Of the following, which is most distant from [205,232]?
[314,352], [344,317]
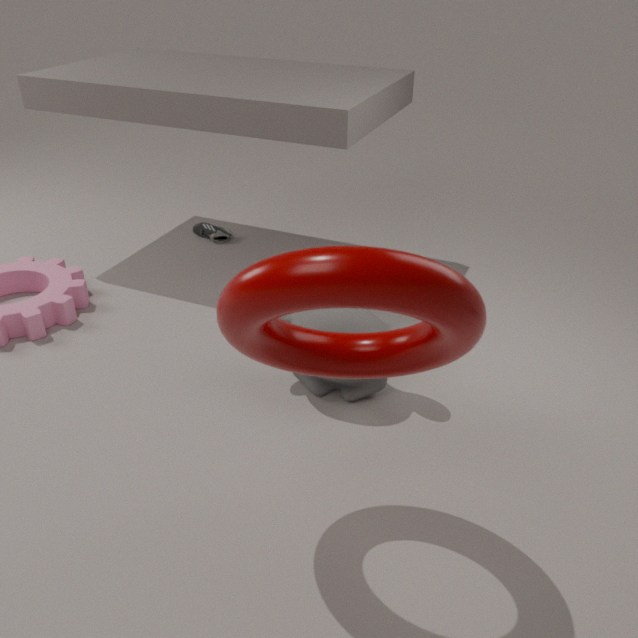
[314,352]
